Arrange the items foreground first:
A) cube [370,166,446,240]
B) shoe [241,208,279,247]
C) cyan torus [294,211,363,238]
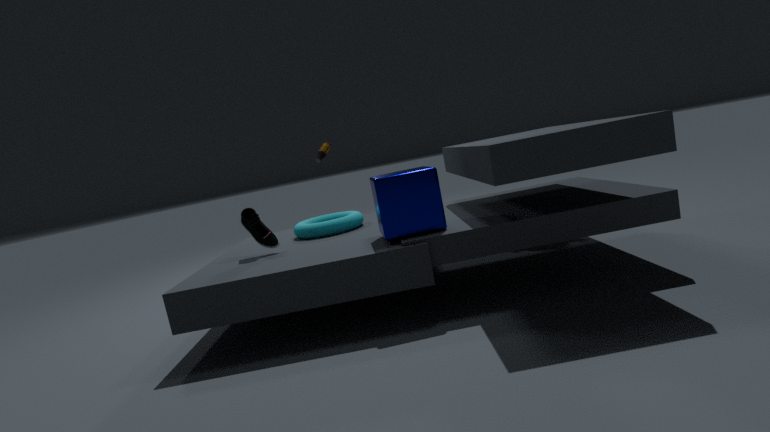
cube [370,166,446,240], shoe [241,208,279,247], cyan torus [294,211,363,238]
